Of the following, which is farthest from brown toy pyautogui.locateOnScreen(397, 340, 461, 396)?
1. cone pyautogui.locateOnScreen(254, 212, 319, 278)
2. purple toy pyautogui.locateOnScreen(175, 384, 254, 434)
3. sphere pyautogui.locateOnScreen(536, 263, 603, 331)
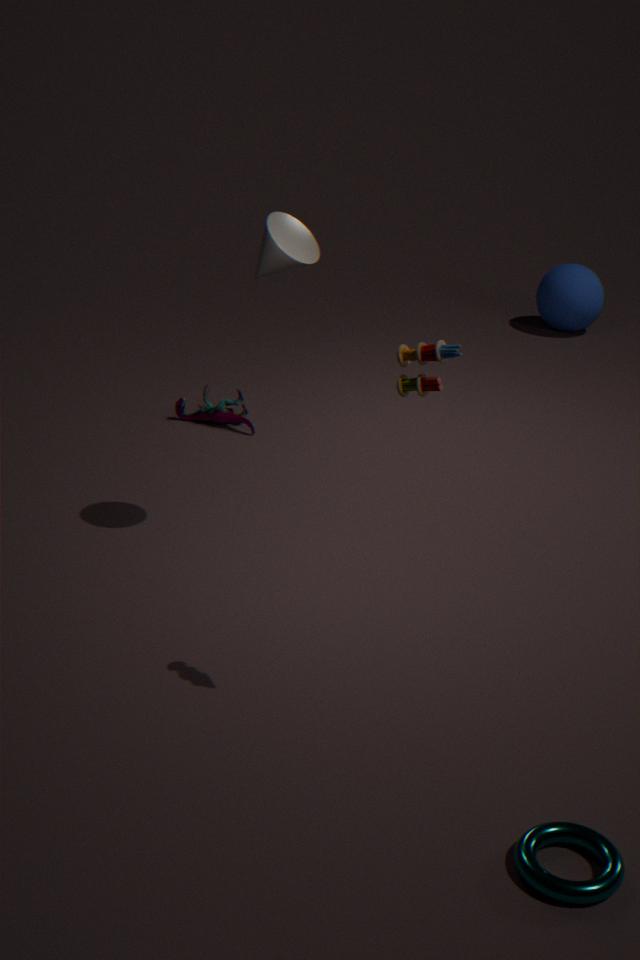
sphere pyautogui.locateOnScreen(536, 263, 603, 331)
